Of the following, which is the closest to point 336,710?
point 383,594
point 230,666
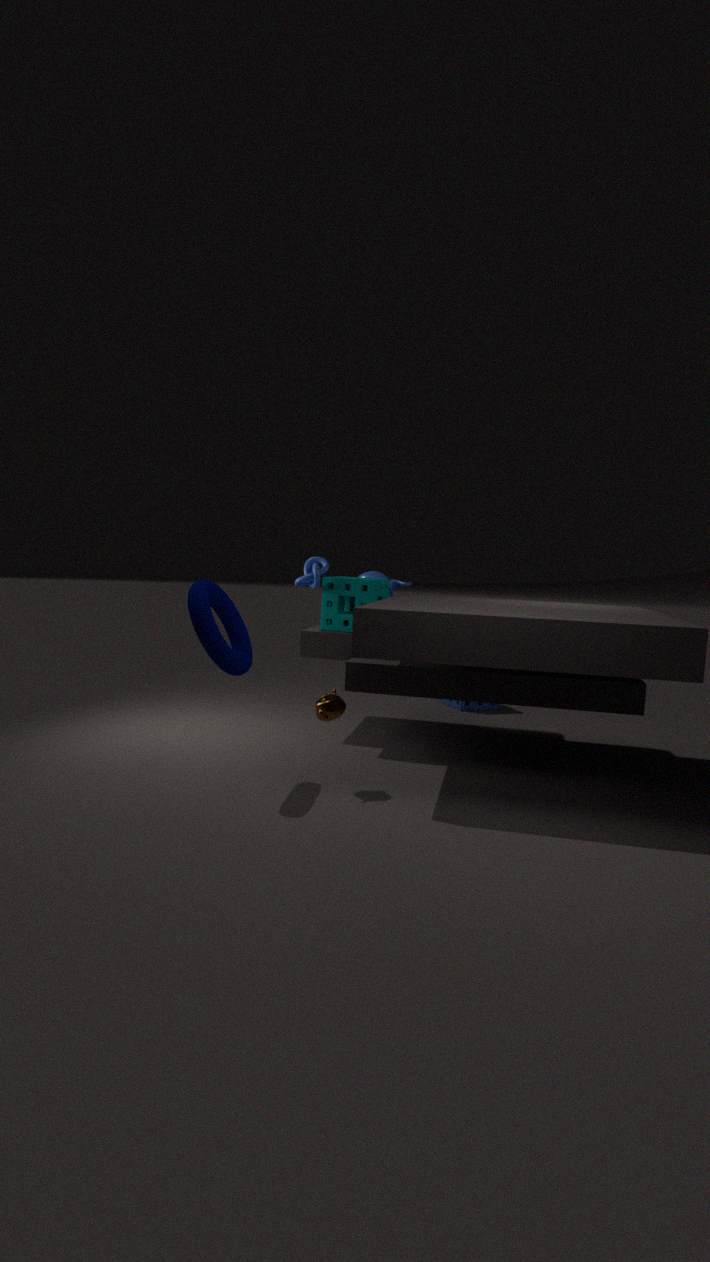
point 230,666
